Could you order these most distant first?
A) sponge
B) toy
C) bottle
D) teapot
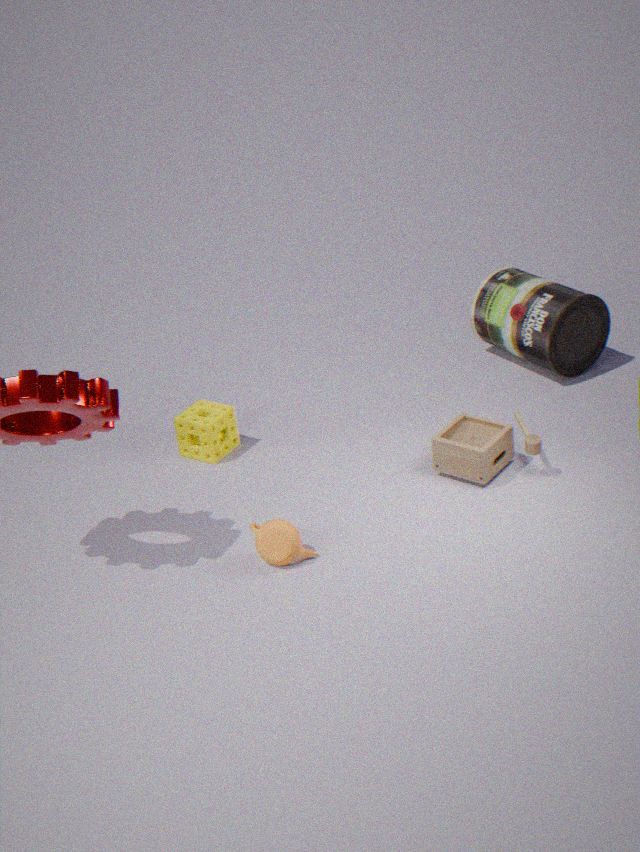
bottle, sponge, toy, teapot
